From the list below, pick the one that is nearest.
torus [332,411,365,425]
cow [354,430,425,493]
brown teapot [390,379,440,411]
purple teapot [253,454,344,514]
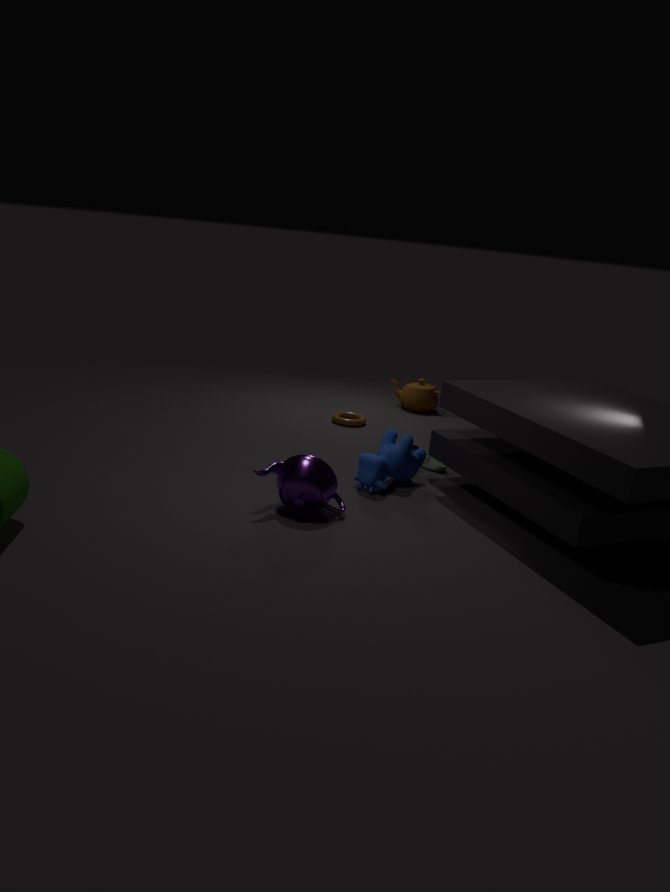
purple teapot [253,454,344,514]
